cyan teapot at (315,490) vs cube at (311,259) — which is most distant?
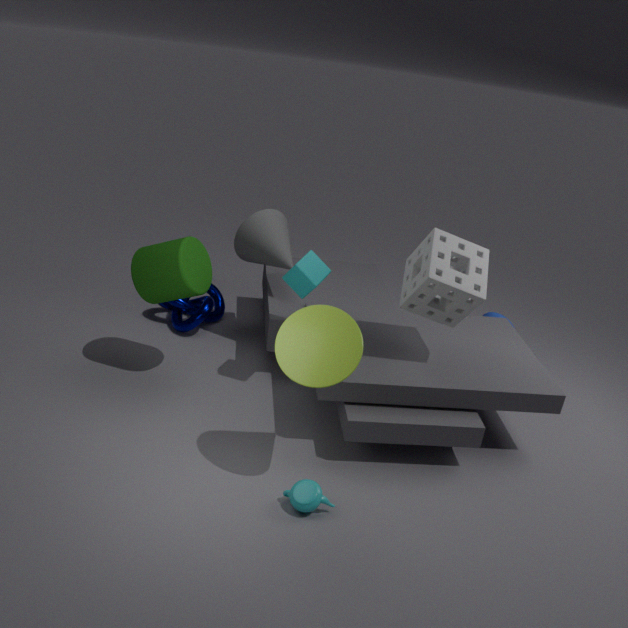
cube at (311,259)
